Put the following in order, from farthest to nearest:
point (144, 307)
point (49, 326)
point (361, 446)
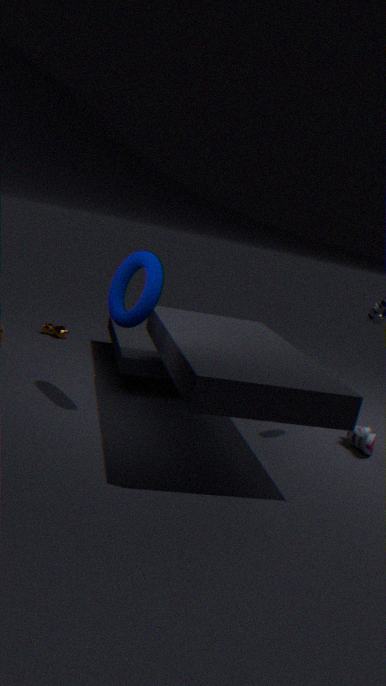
point (49, 326), point (361, 446), point (144, 307)
